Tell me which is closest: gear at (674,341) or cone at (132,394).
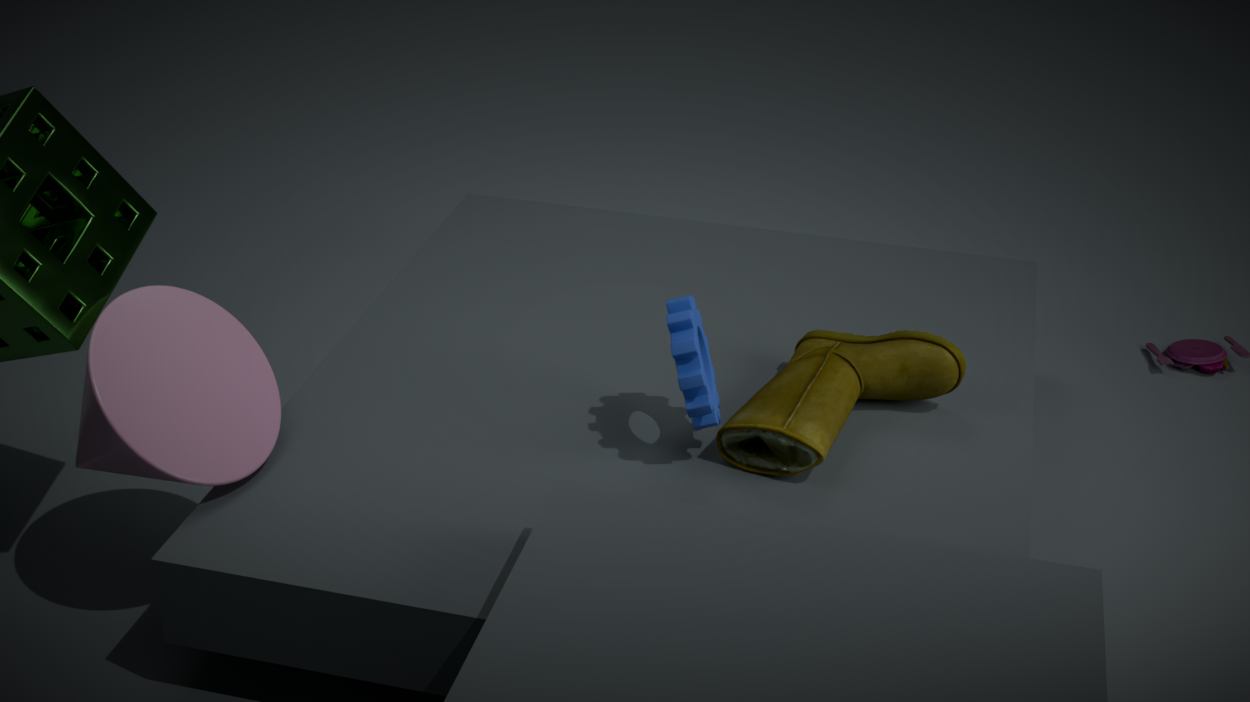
cone at (132,394)
